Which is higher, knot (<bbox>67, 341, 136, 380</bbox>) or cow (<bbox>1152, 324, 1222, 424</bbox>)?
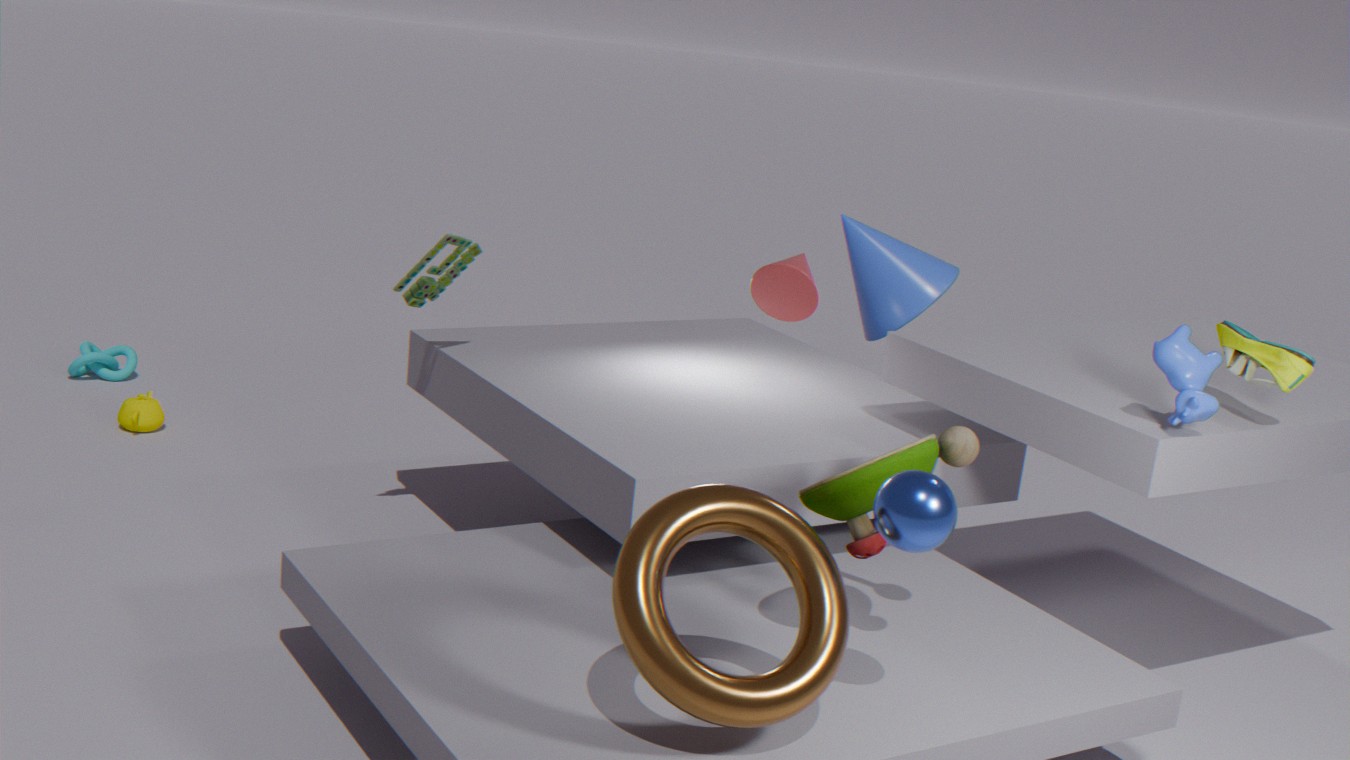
cow (<bbox>1152, 324, 1222, 424</bbox>)
